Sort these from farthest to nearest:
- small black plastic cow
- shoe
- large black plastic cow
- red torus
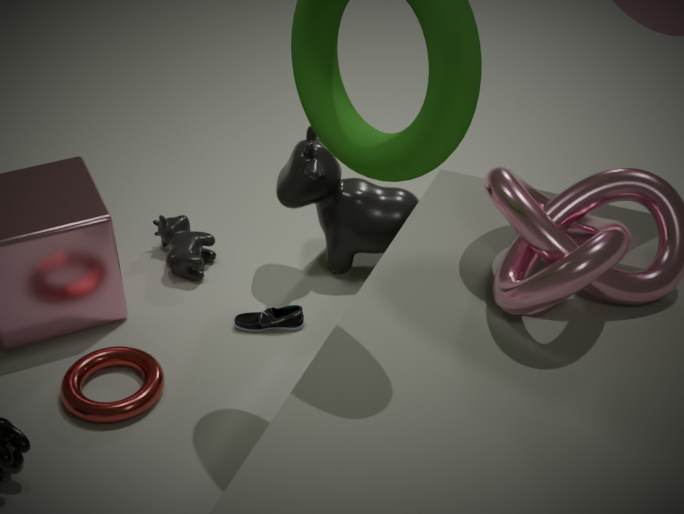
1. small black plastic cow
2. large black plastic cow
3. shoe
4. red torus
